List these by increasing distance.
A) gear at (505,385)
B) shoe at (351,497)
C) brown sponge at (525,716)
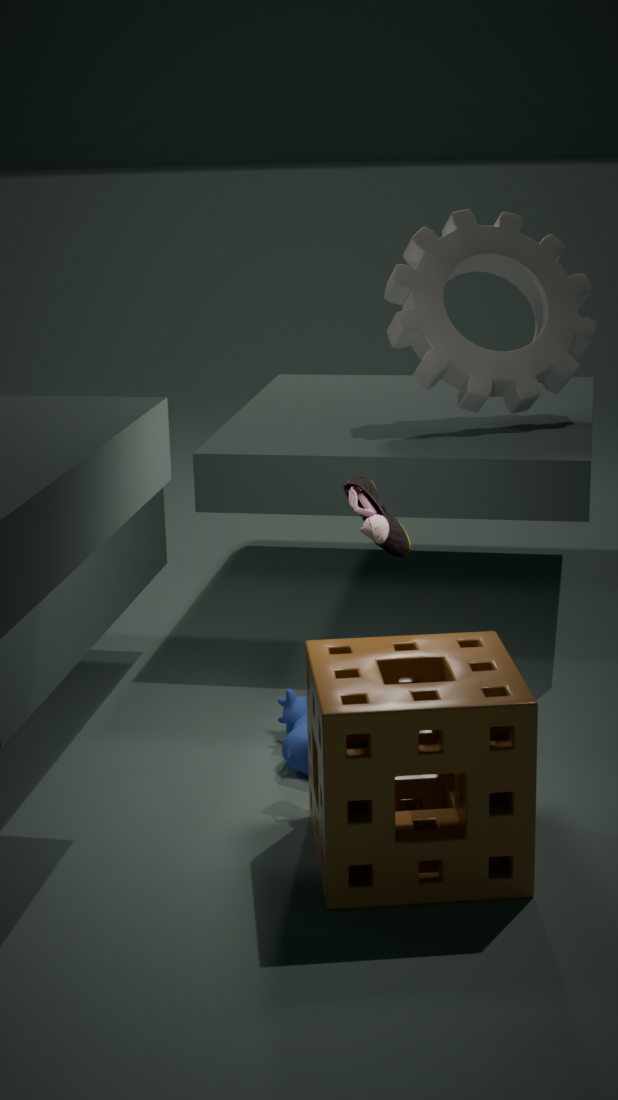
brown sponge at (525,716), shoe at (351,497), gear at (505,385)
